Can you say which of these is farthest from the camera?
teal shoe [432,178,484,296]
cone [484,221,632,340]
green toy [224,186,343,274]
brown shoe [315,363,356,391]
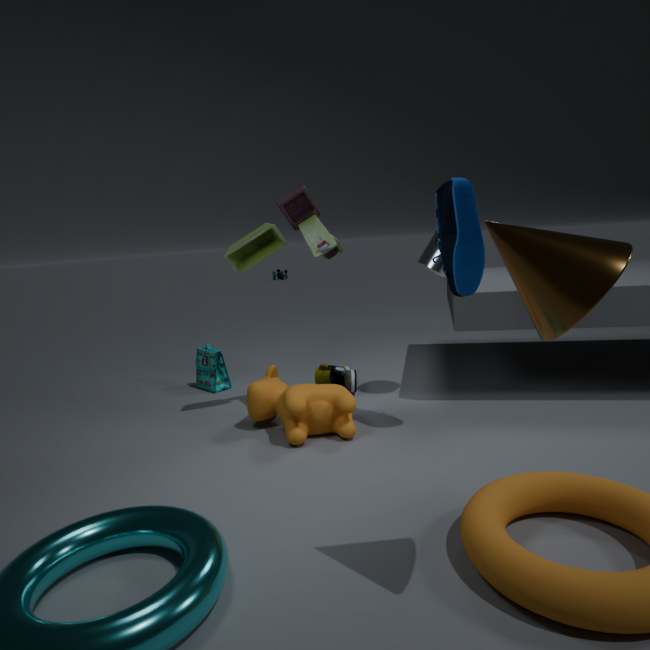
brown shoe [315,363,356,391]
